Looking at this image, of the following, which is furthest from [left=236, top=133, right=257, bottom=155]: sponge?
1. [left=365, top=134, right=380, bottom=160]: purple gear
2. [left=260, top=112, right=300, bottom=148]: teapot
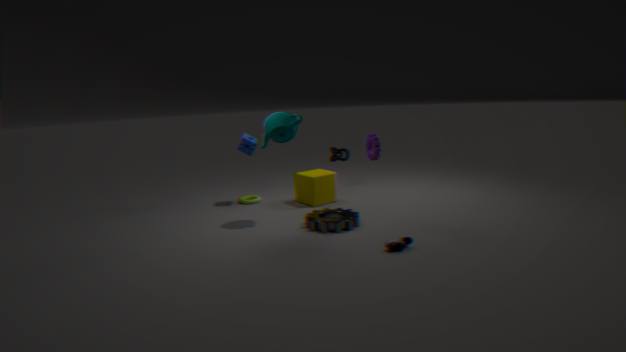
[left=365, top=134, right=380, bottom=160]: purple gear
